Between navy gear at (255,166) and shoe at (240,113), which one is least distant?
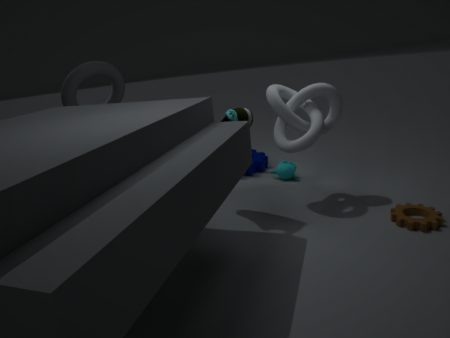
shoe at (240,113)
